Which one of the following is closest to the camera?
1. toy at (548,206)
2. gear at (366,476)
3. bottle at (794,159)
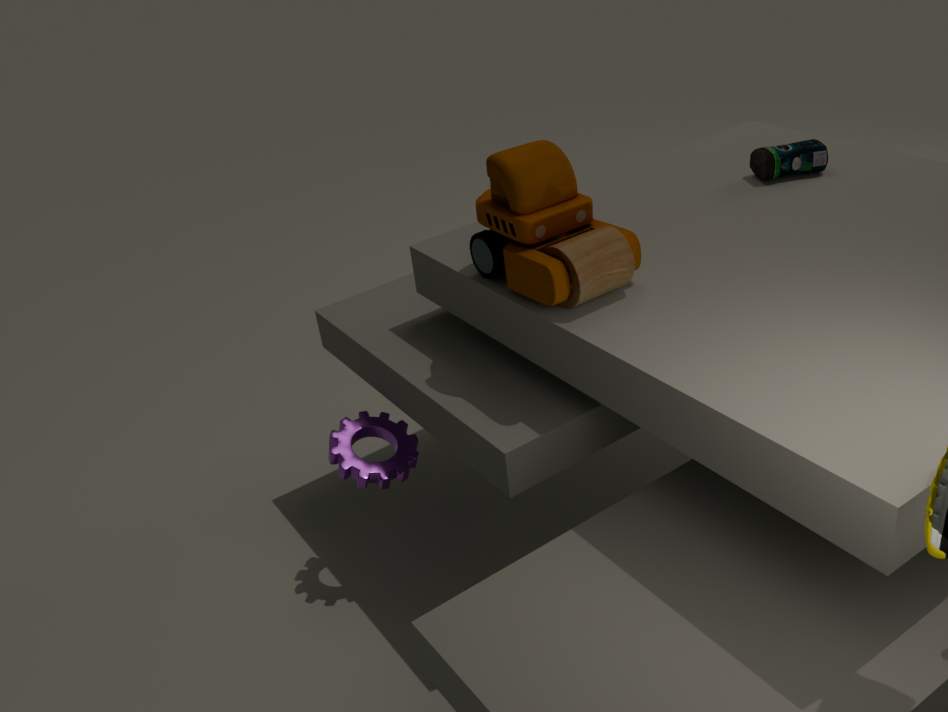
toy at (548,206)
